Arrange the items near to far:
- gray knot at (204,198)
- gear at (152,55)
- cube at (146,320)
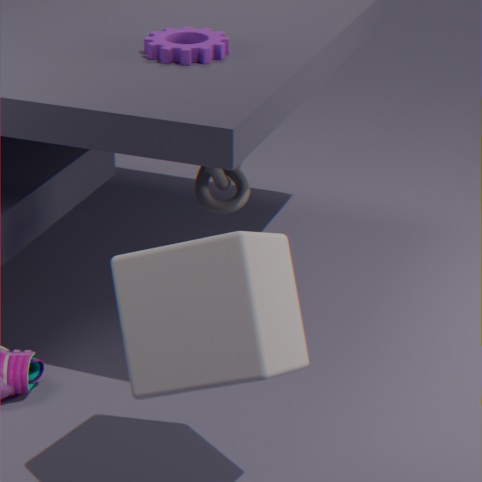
1. cube at (146,320)
2. gray knot at (204,198)
3. gear at (152,55)
